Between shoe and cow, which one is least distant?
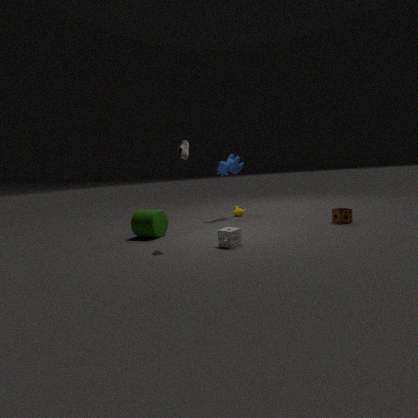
shoe
